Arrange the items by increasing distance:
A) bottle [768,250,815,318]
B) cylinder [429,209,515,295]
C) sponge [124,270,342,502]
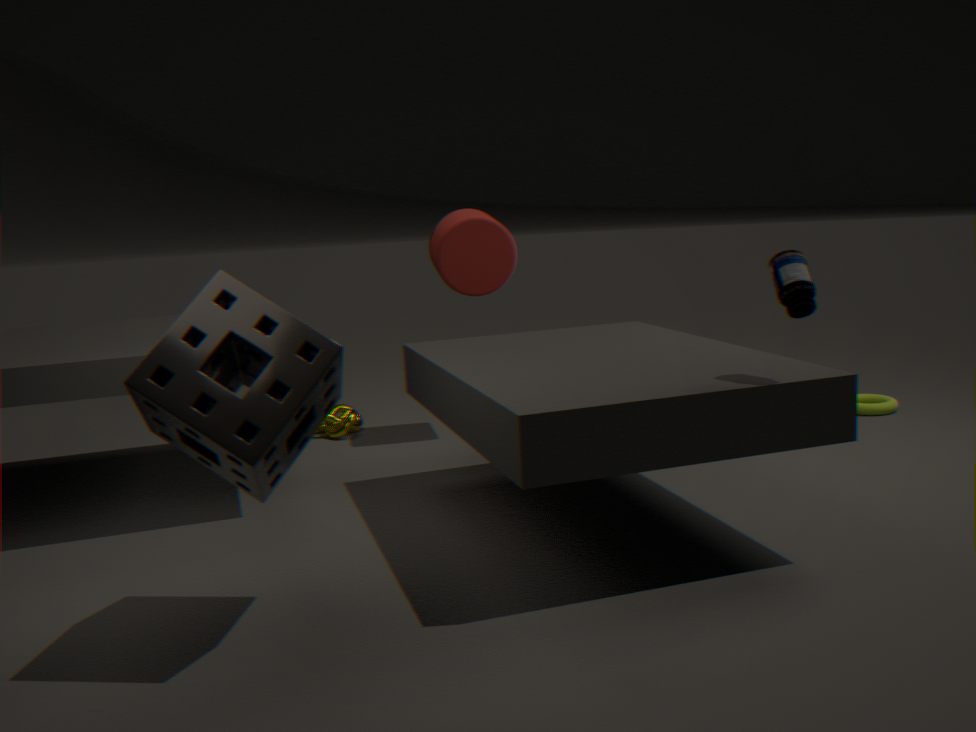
sponge [124,270,342,502]
bottle [768,250,815,318]
cylinder [429,209,515,295]
